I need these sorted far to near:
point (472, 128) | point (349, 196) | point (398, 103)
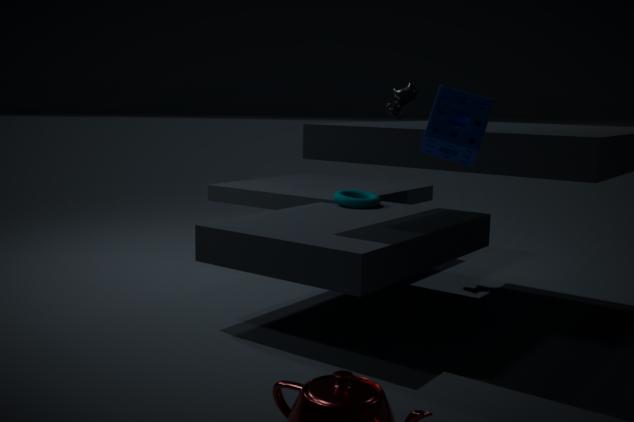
point (398, 103) < point (349, 196) < point (472, 128)
